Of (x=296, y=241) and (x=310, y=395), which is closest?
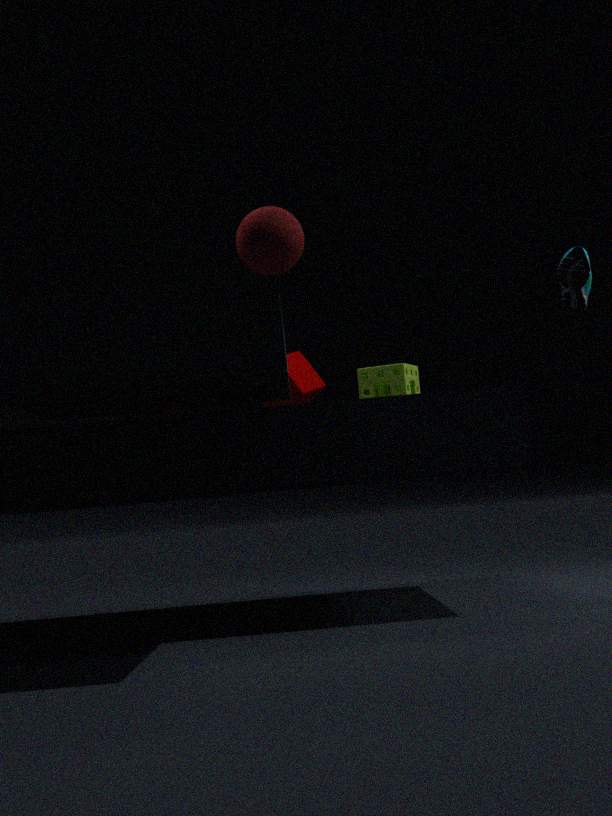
(x=296, y=241)
